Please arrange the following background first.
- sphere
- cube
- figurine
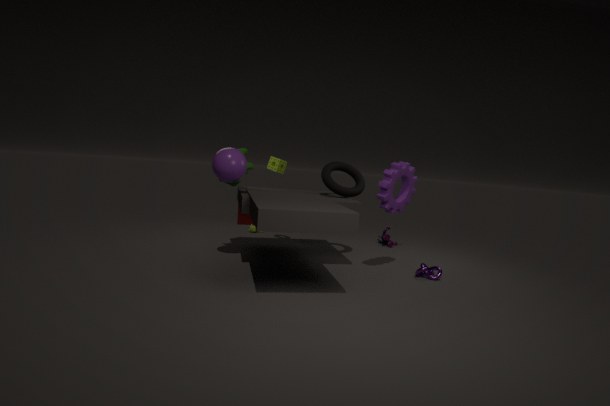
1. cube
2. figurine
3. sphere
